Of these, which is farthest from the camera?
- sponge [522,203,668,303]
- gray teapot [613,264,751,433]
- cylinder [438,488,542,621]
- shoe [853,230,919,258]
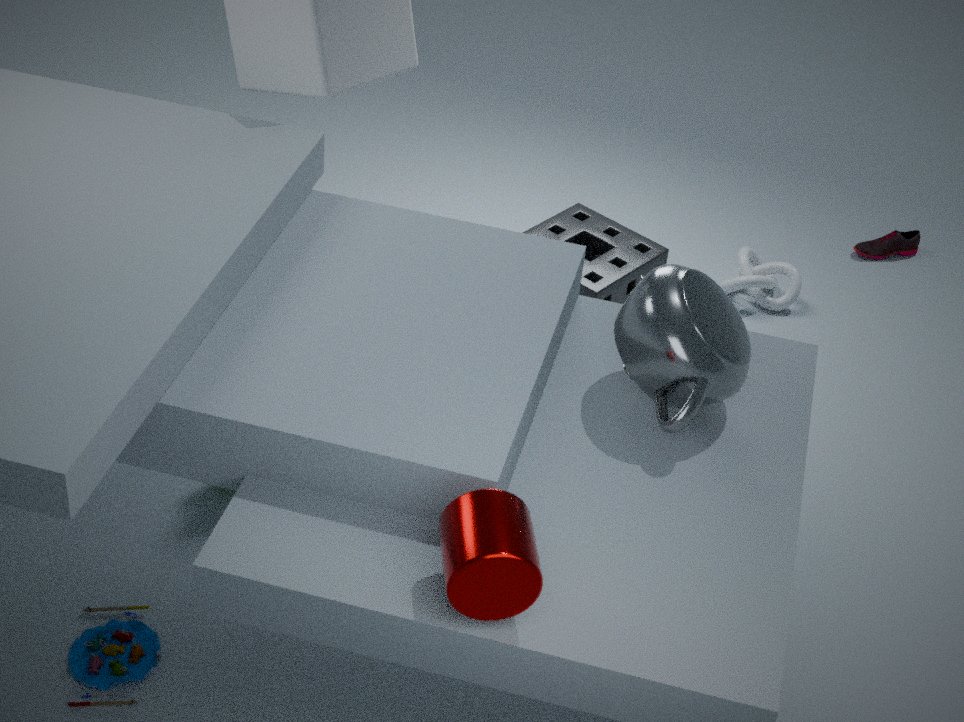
shoe [853,230,919,258]
